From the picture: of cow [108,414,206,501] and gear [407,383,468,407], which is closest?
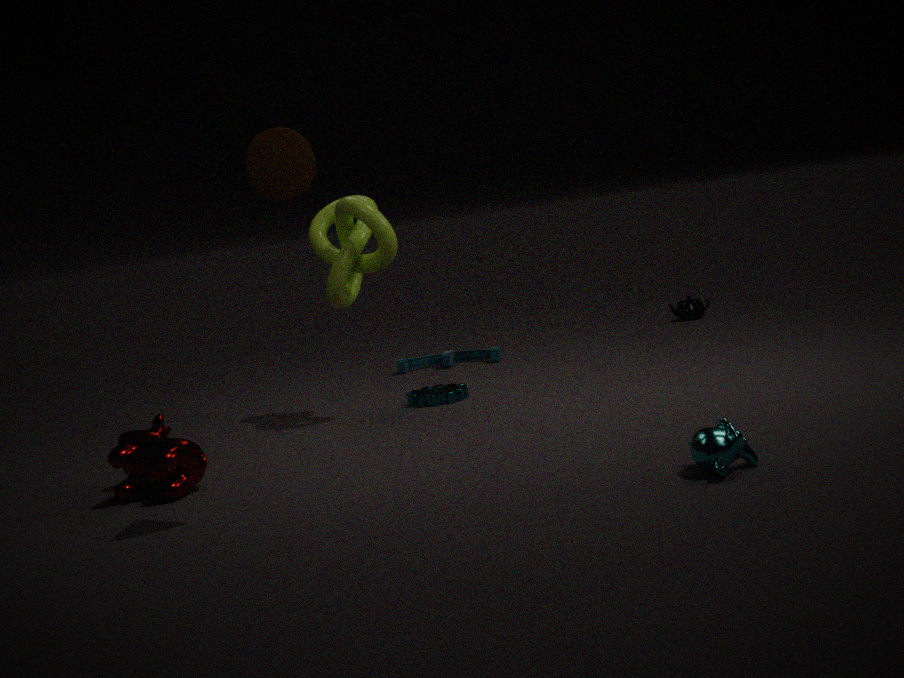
cow [108,414,206,501]
